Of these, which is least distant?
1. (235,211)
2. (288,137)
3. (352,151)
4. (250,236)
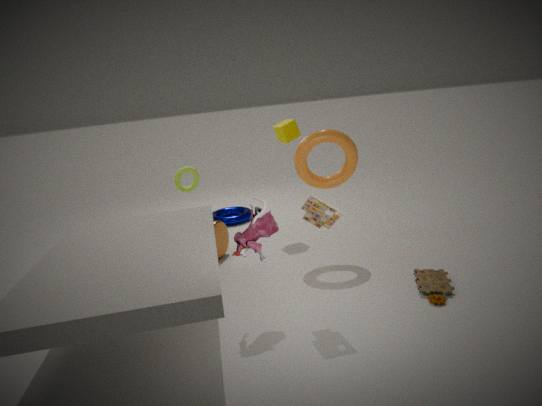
(250,236)
